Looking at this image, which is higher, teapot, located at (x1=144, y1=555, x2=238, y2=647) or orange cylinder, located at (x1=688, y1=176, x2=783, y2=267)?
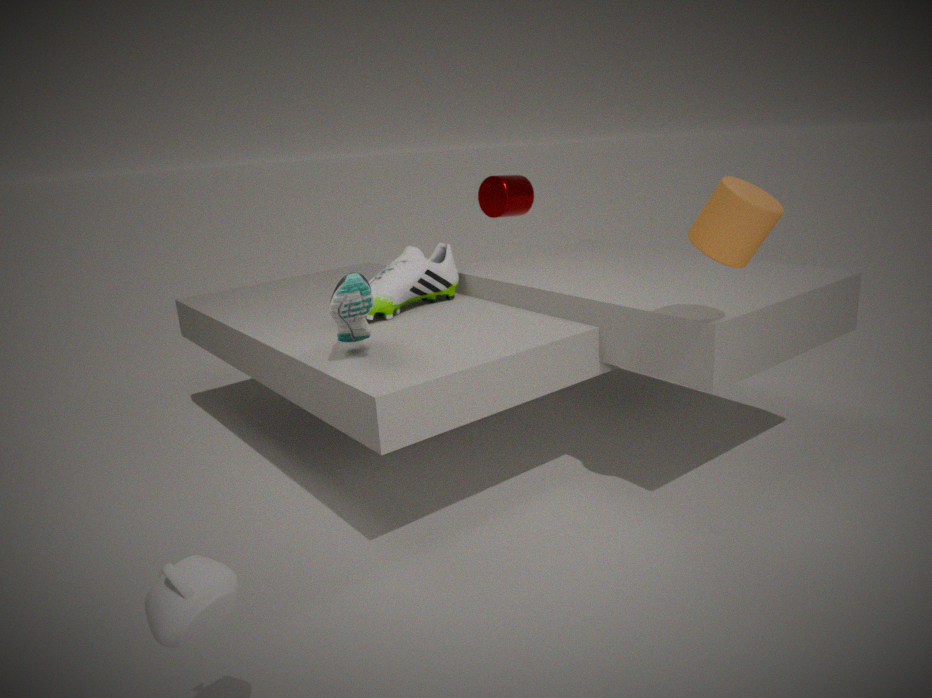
orange cylinder, located at (x1=688, y1=176, x2=783, y2=267)
